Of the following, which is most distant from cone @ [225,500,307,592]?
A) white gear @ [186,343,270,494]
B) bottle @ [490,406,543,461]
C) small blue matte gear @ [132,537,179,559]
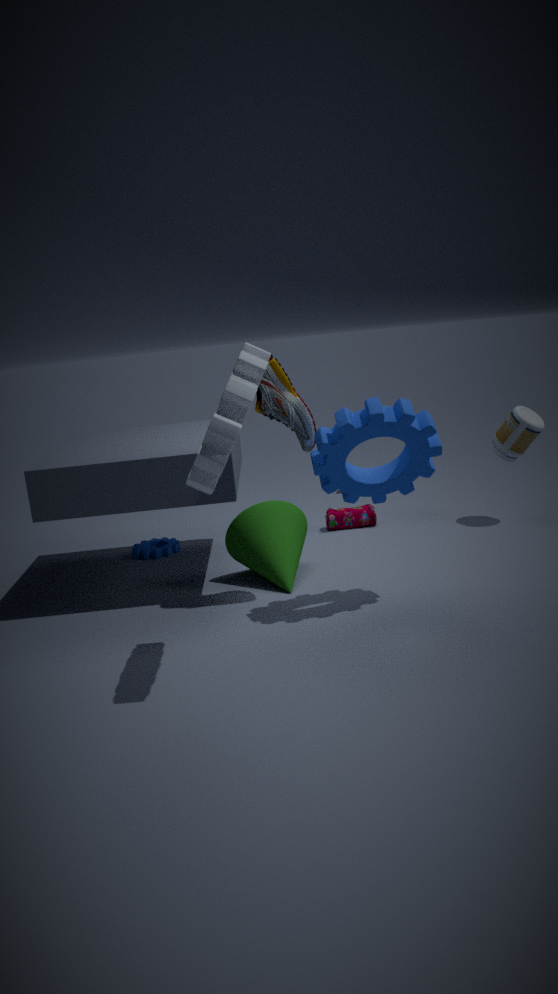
bottle @ [490,406,543,461]
